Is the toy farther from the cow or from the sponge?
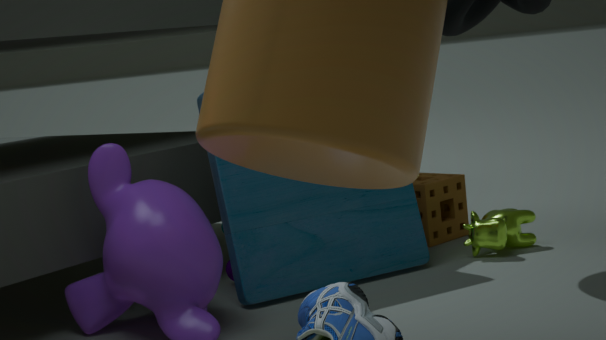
the sponge
